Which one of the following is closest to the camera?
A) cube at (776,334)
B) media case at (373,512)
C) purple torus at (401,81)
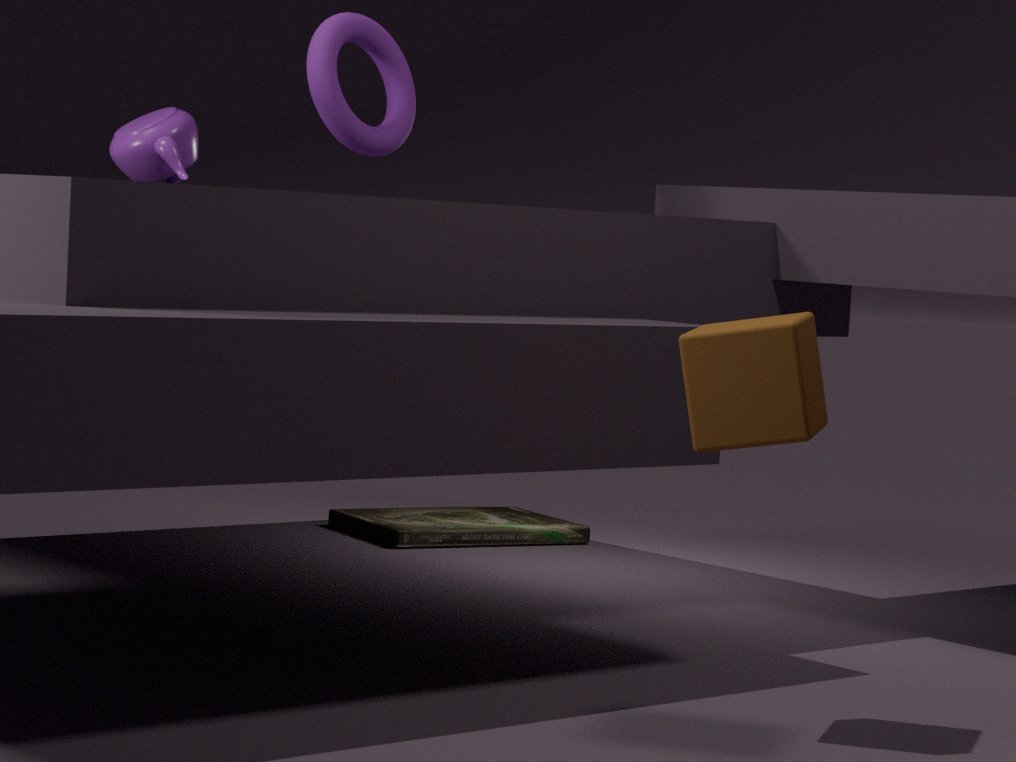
cube at (776,334)
